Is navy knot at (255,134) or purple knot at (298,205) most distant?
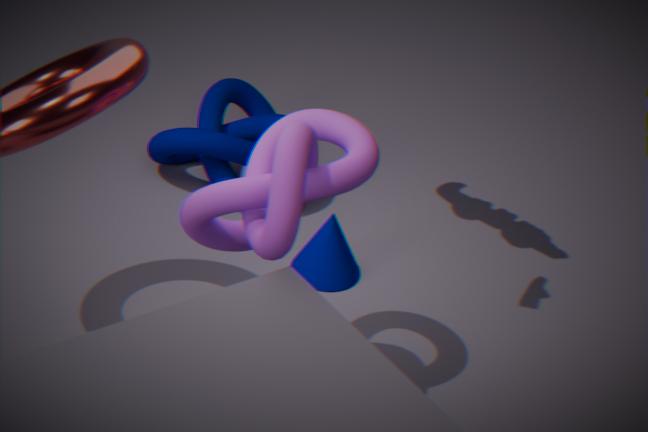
navy knot at (255,134)
